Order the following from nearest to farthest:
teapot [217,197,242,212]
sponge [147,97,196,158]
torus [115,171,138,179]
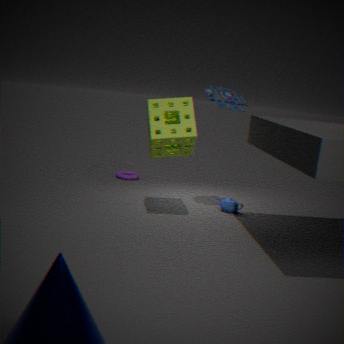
sponge [147,97,196,158]
teapot [217,197,242,212]
torus [115,171,138,179]
